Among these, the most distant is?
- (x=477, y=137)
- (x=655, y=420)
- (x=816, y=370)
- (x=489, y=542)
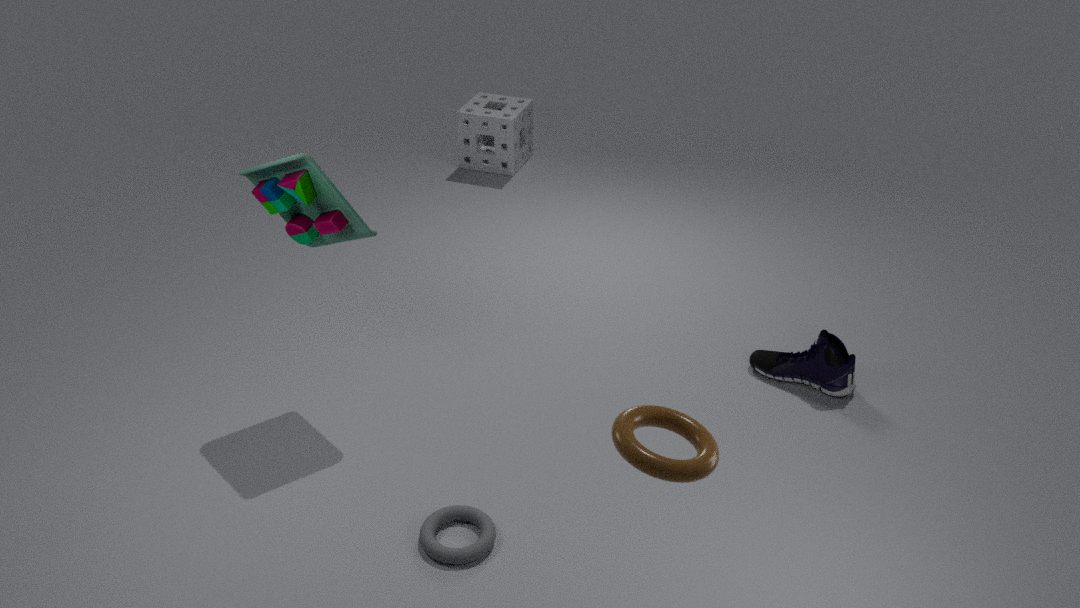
(x=477, y=137)
